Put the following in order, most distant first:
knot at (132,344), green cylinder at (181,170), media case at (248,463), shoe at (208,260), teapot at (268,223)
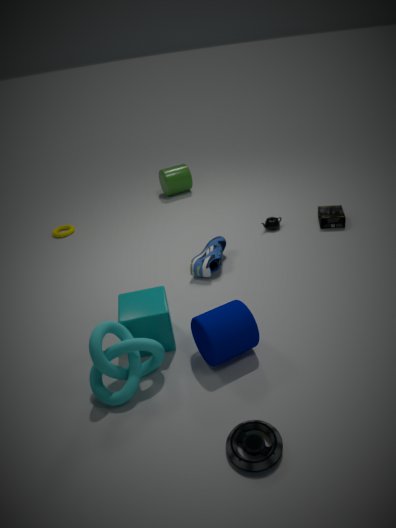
1. green cylinder at (181,170)
2. teapot at (268,223)
3. shoe at (208,260)
4. knot at (132,344)
5. media case at (248,463)
